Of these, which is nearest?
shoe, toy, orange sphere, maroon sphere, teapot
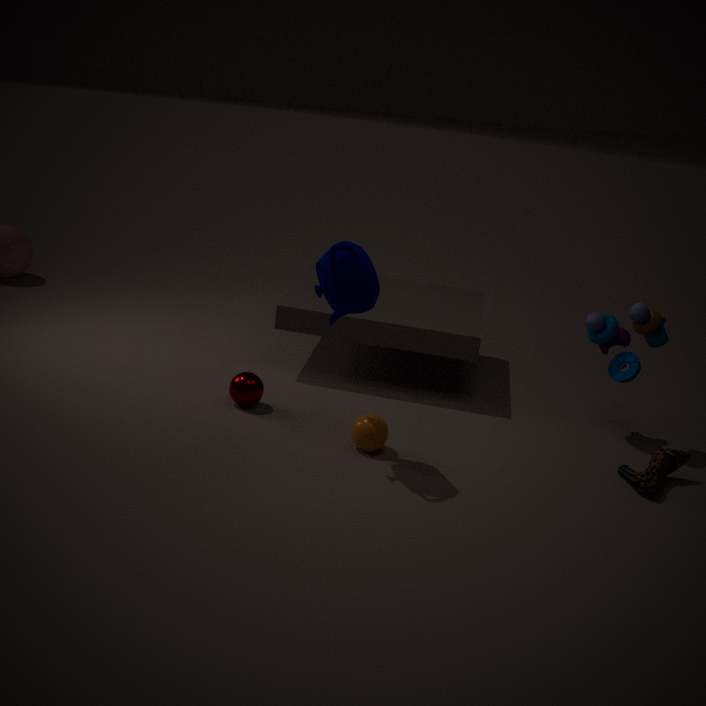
teapot
